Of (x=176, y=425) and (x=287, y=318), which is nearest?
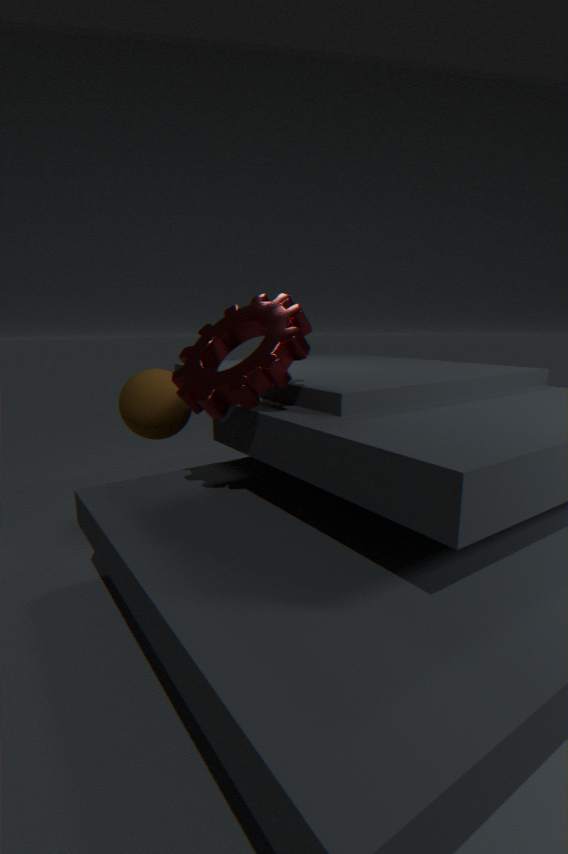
(x=287, y=318)
